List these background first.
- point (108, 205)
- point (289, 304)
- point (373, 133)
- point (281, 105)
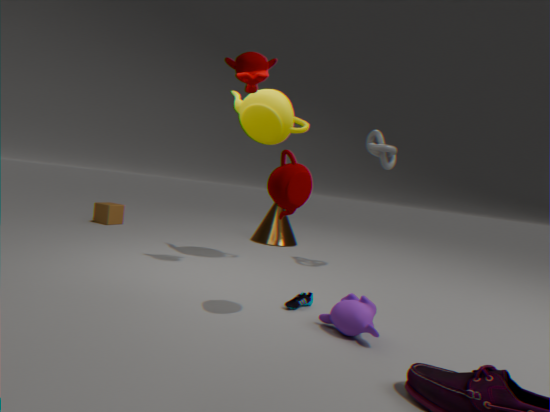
point (108, 205)
point (373, 133)
point (281, 105)
point (289, 304)
